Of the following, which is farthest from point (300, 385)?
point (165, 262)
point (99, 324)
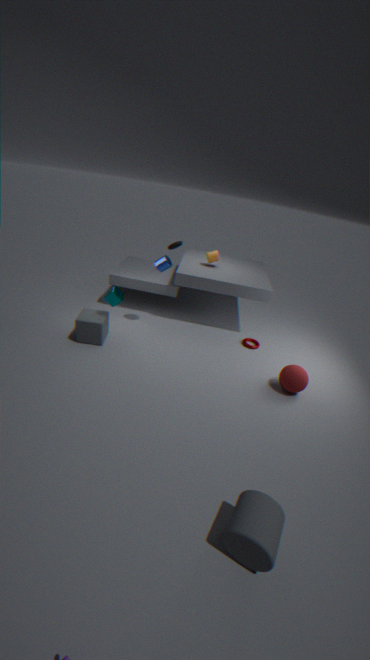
point (99, 324)
